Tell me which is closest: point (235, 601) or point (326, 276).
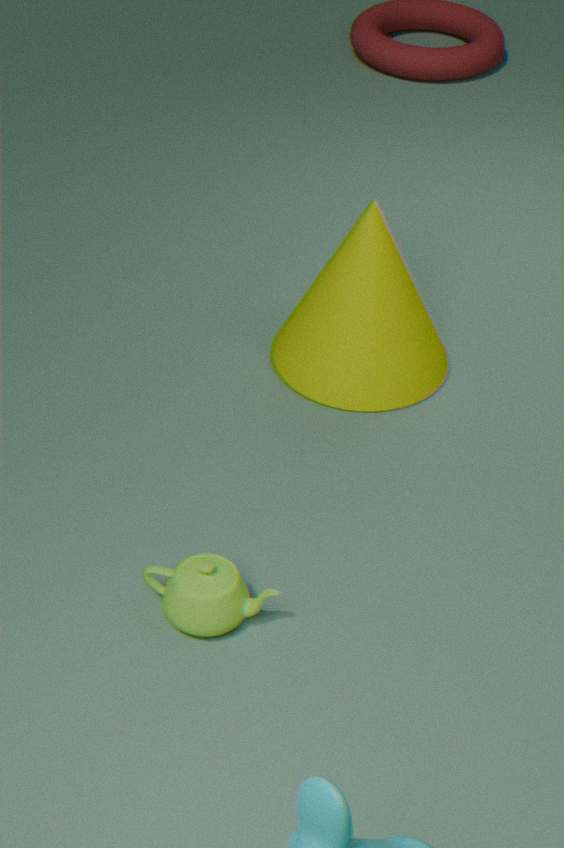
point (235, 601)
